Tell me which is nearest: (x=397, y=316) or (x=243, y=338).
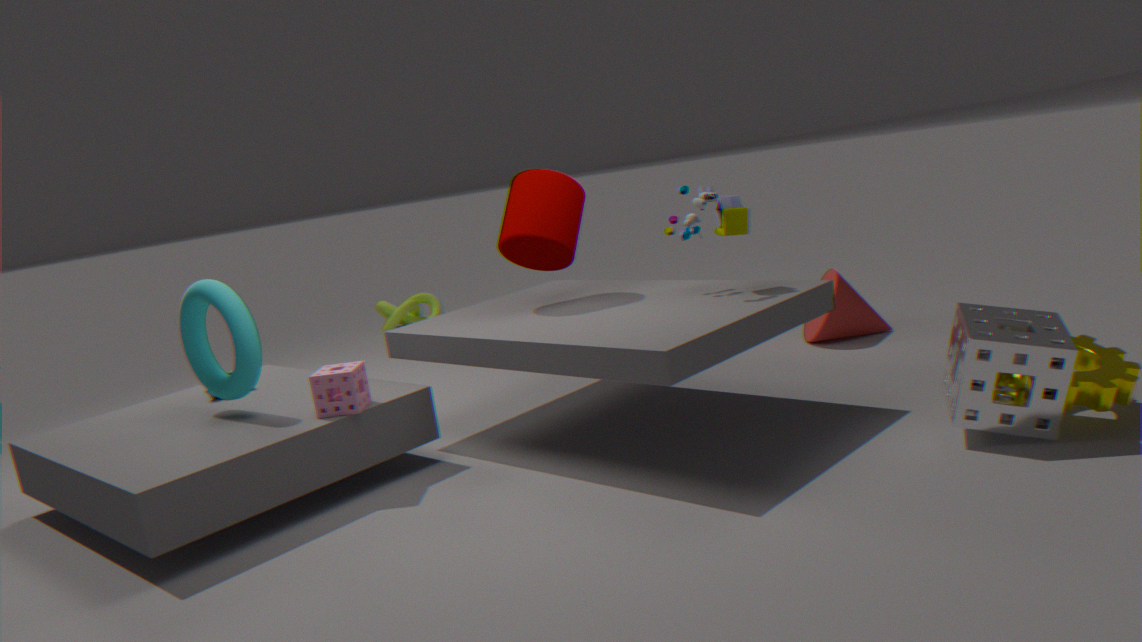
(x=243, y=338)
